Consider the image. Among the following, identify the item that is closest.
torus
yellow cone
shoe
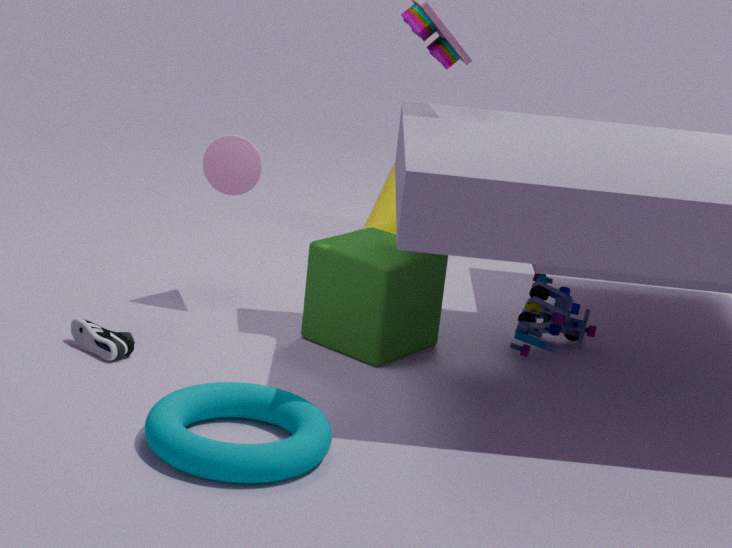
torus
